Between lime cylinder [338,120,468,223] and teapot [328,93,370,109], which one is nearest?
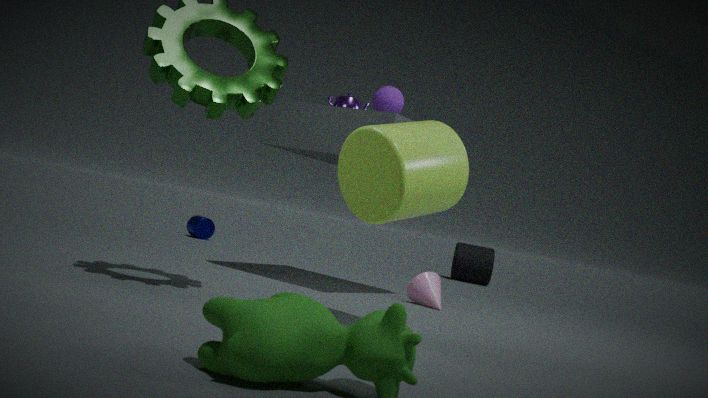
lime cylinder [338,120,468,223]
